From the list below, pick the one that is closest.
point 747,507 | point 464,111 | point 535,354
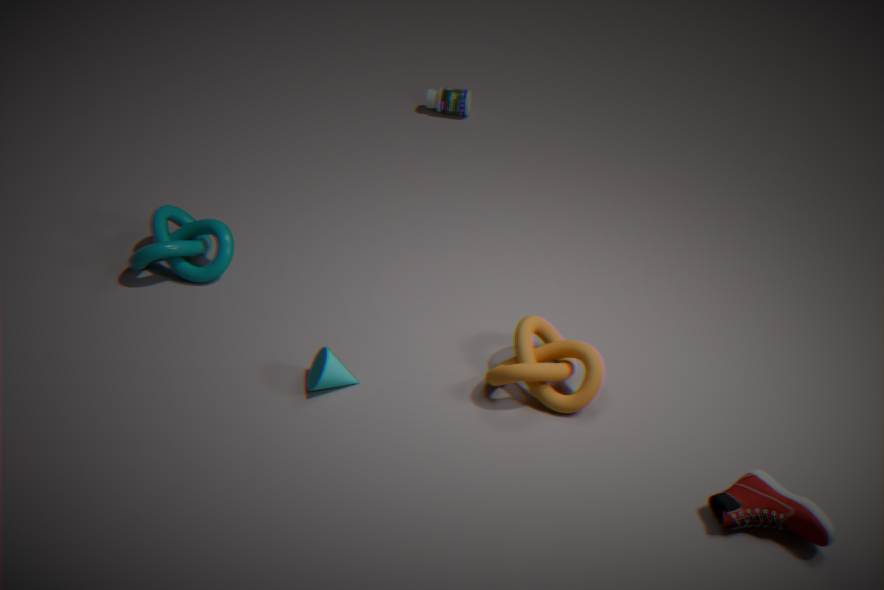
point 747,507
